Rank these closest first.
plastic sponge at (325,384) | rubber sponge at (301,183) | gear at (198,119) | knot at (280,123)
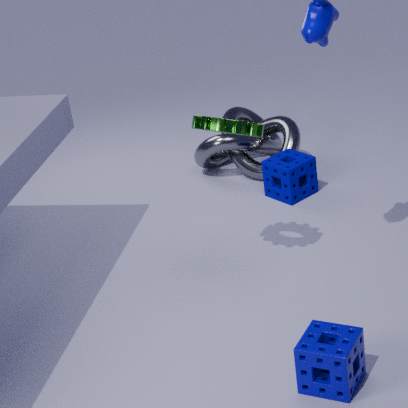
plastic sponge at (325,384), gear at (198,119), rubber sponge at (301,183), knot at (280,123)
